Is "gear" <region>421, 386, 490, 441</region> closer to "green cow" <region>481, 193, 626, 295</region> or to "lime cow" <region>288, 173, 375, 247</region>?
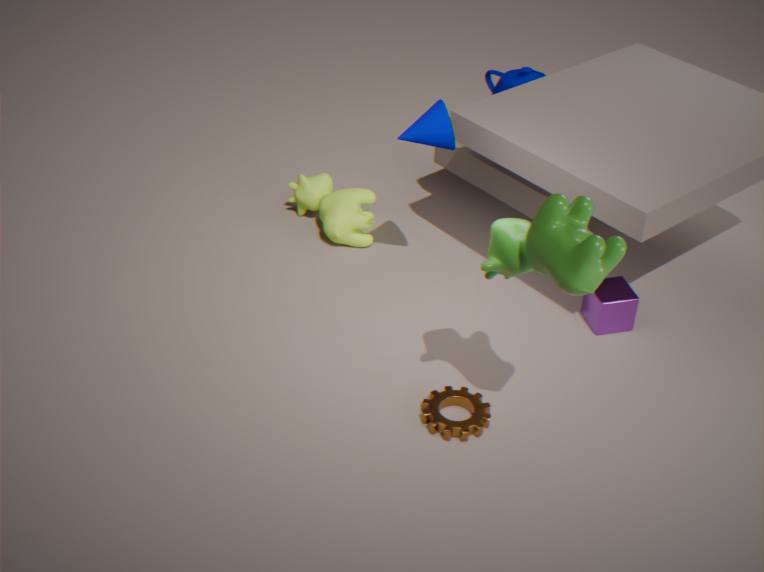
"green cow" <region>481, 193, 626, 295</region>
